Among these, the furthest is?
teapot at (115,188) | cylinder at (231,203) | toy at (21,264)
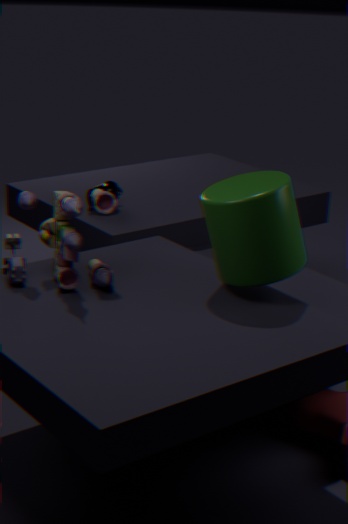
teapot at (115,188)
